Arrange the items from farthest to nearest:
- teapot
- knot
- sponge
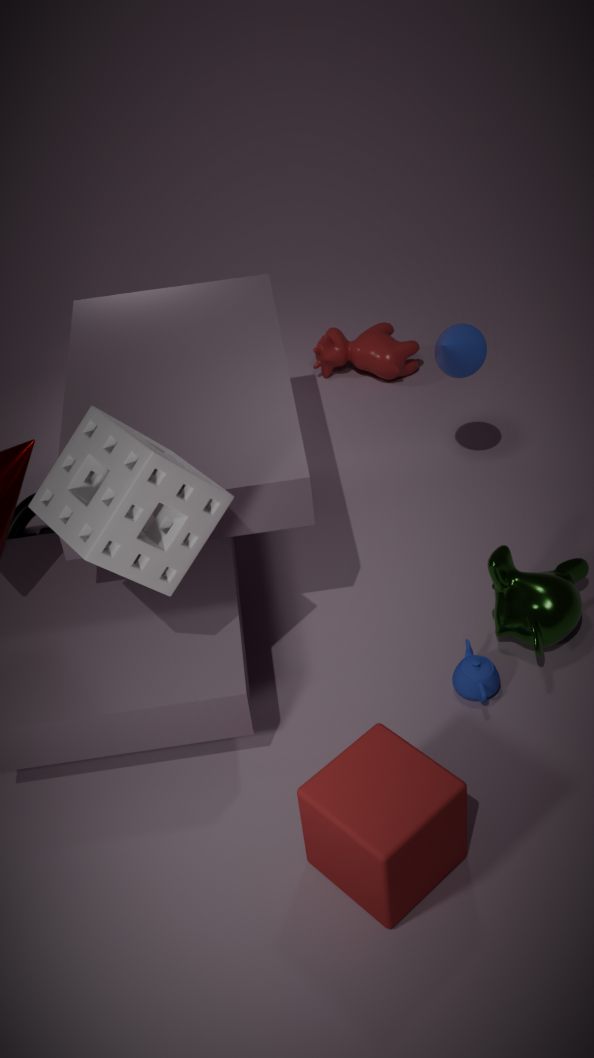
knot < teapot < sponge
